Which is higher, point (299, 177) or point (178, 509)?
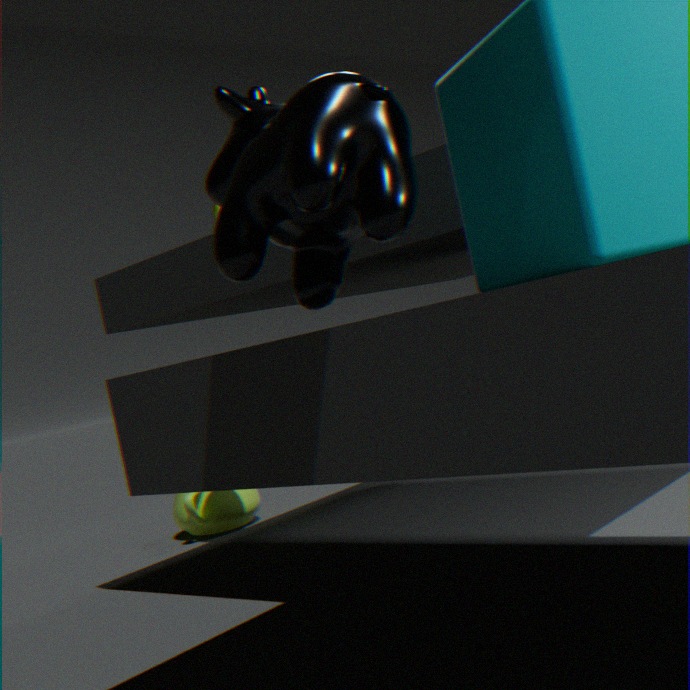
point (299, 177)
